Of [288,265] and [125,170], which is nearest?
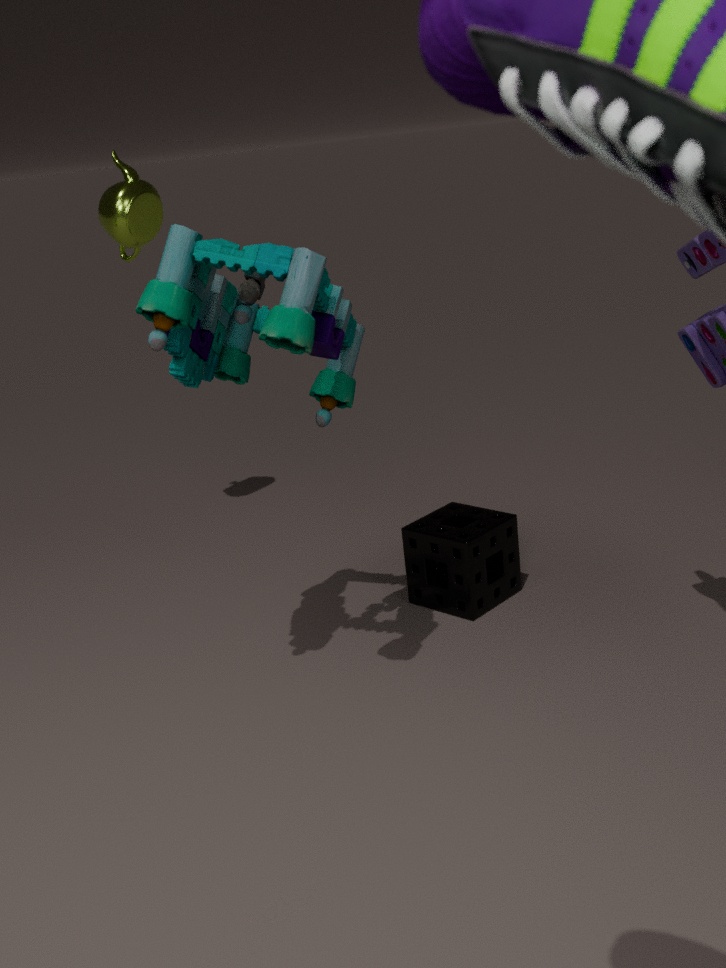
[288,265]
